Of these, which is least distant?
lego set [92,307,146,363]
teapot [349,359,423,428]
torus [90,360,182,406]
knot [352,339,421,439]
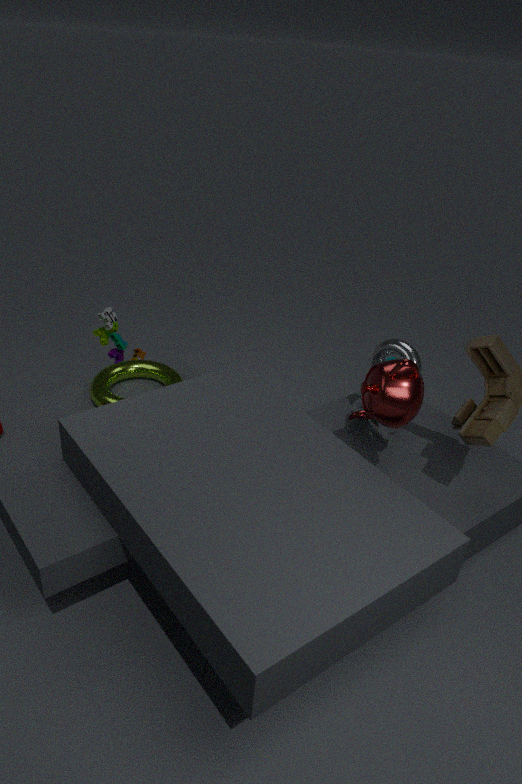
teapot [349,359,423,428]
